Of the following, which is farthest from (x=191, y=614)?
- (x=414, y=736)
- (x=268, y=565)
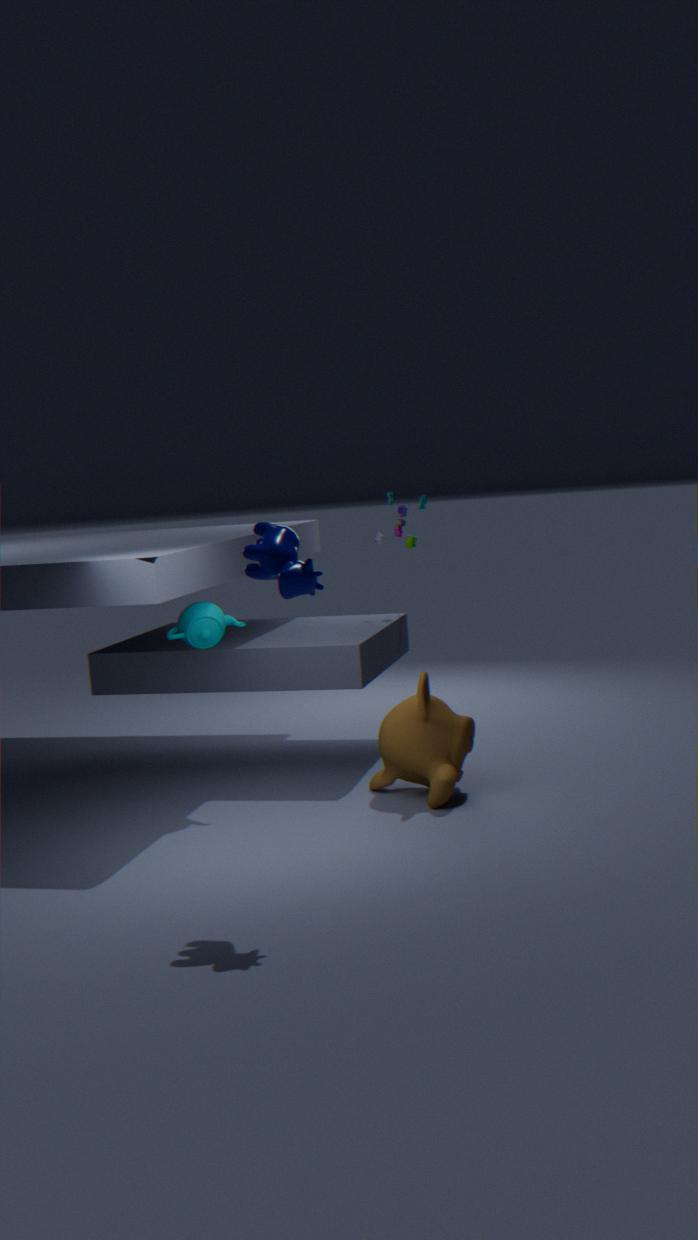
(x=268, y=565)
